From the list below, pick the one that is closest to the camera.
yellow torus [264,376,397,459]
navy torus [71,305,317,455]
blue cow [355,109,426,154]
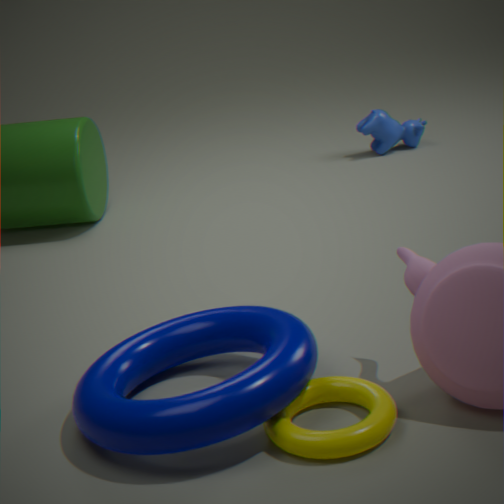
navy torus [71,305,317,455]
